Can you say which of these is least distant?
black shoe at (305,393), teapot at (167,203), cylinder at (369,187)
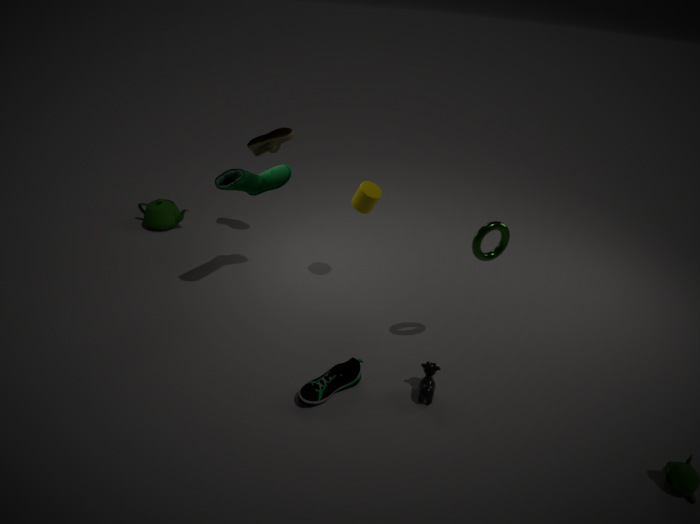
black shoe at (305,393)
